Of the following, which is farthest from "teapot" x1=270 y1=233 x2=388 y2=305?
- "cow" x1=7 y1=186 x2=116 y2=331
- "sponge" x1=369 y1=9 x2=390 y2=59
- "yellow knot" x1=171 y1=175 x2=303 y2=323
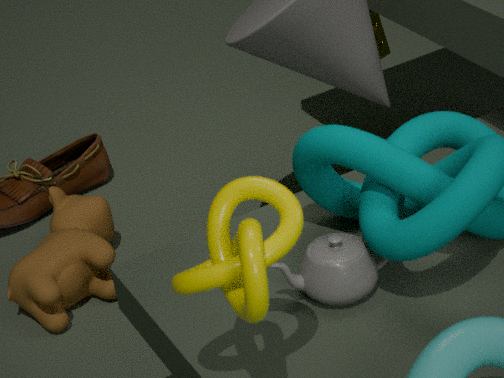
"sponge" x1=369 y1=9 x2=390 y2=59
